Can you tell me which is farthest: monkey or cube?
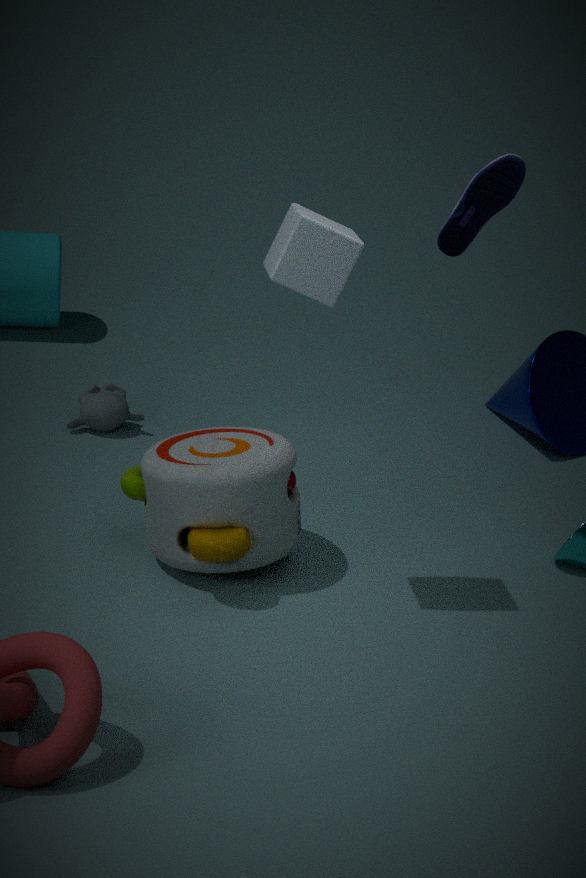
monkey
